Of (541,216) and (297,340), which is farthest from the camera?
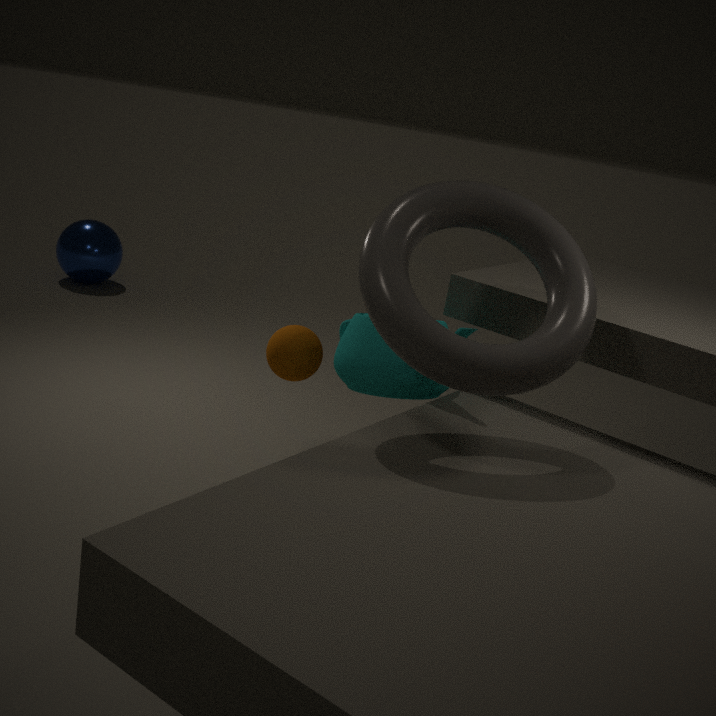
(297,340)
